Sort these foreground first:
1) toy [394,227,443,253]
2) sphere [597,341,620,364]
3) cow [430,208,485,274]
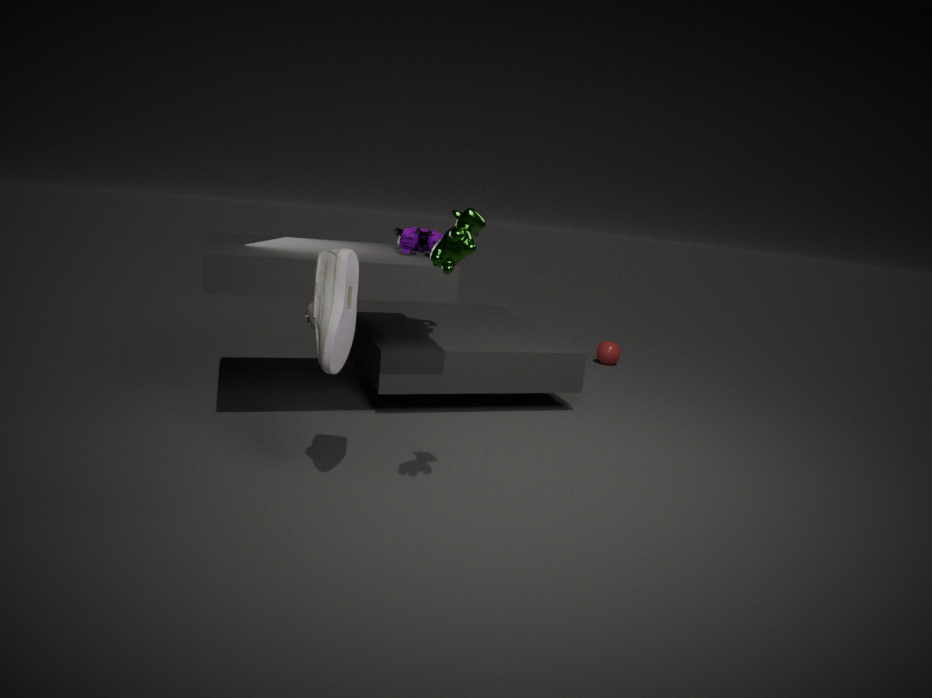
3. cow [430,208,485,274], 1. toy [394,227,443,253], 2. sphere [597,341,620,364]
